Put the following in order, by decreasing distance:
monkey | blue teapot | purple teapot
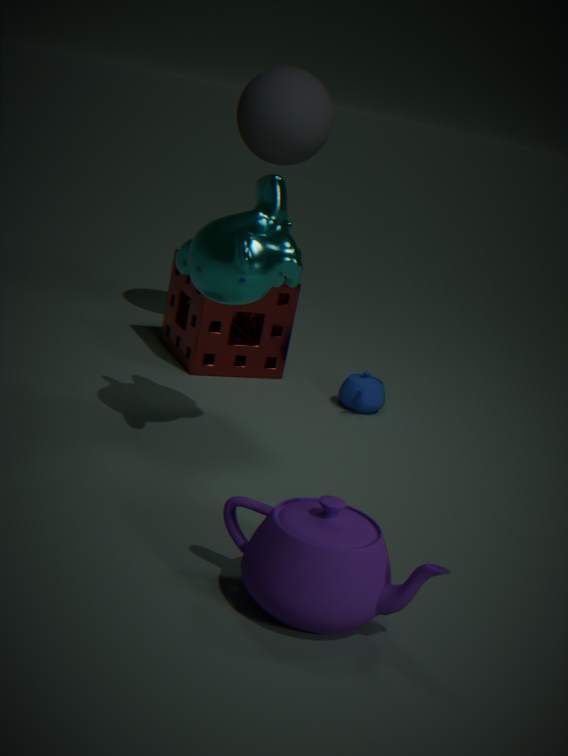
blue teapot → monkey → purple teapot
